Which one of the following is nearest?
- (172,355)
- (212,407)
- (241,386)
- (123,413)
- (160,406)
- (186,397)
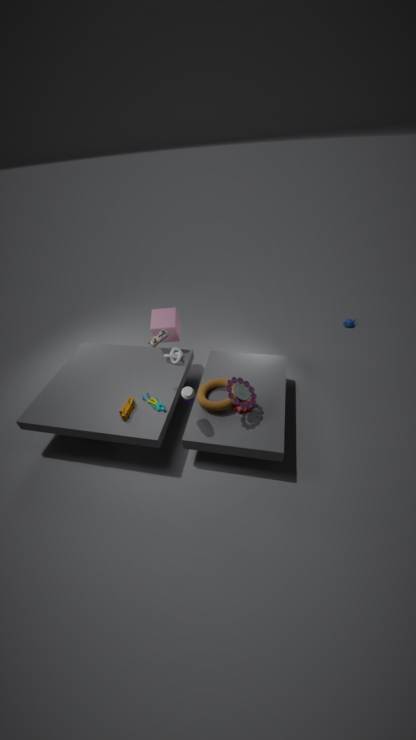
(186,397)
